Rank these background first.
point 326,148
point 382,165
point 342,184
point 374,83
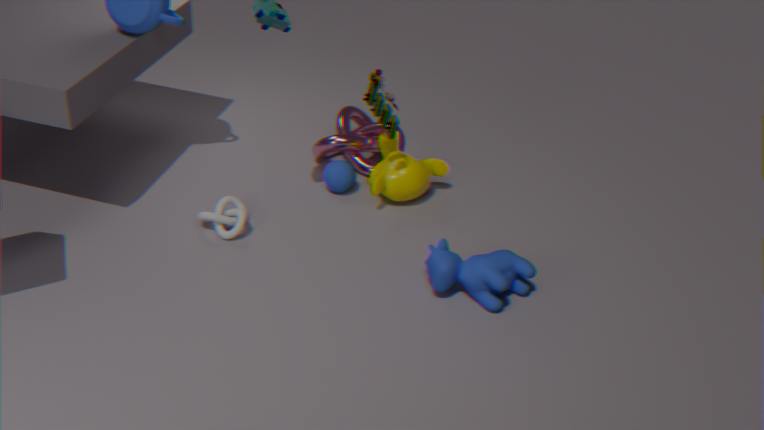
point 326,148 → point 382,165 → point 342,184 → point 374,83
